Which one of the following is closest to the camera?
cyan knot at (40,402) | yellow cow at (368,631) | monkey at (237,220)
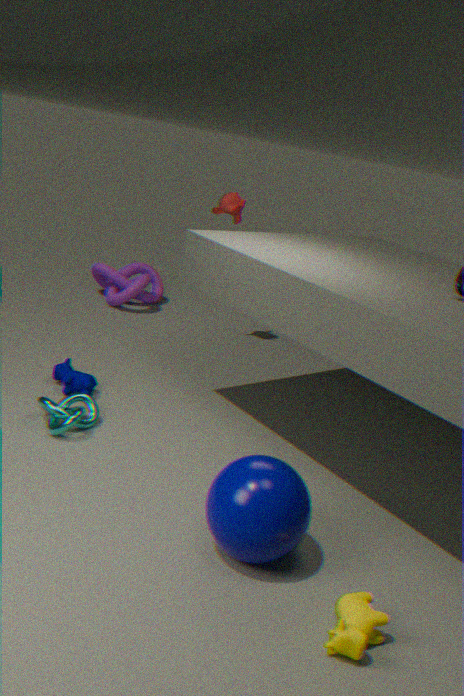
yellow cow at (368,631)
